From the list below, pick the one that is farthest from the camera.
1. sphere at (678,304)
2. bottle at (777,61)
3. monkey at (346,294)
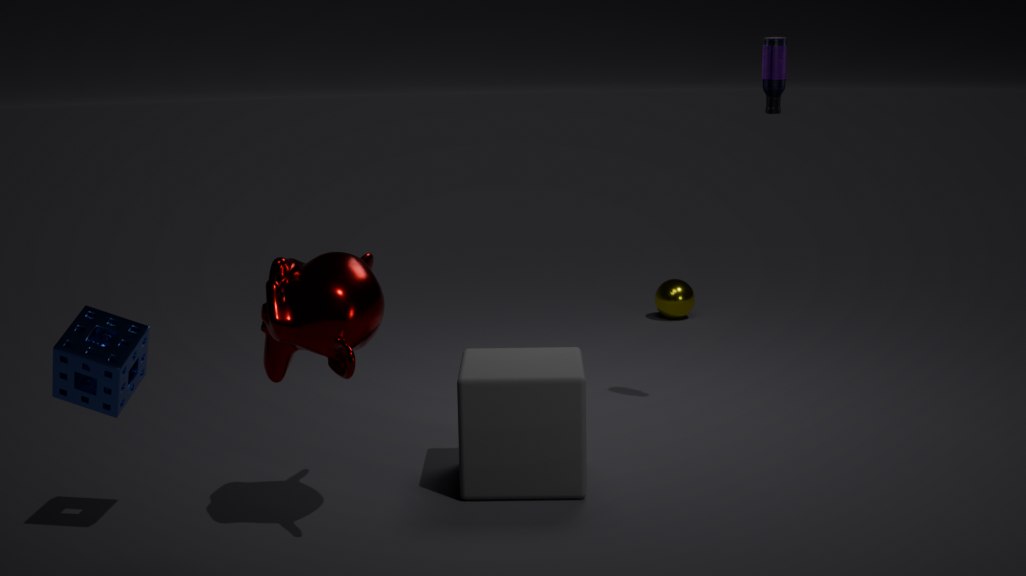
sphere at (678,304)
